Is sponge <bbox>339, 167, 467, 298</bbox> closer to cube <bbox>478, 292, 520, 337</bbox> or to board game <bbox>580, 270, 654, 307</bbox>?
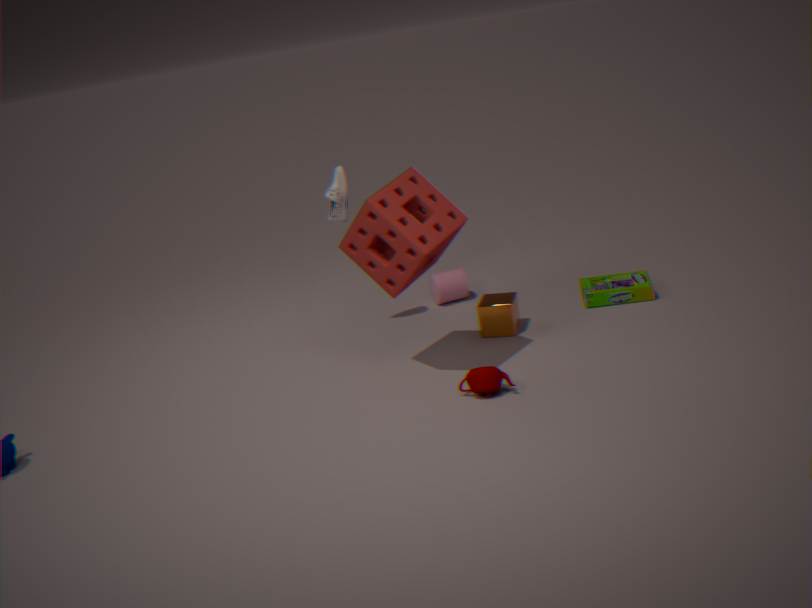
cube <bbox>478, 292, 520, 337</bbox>
